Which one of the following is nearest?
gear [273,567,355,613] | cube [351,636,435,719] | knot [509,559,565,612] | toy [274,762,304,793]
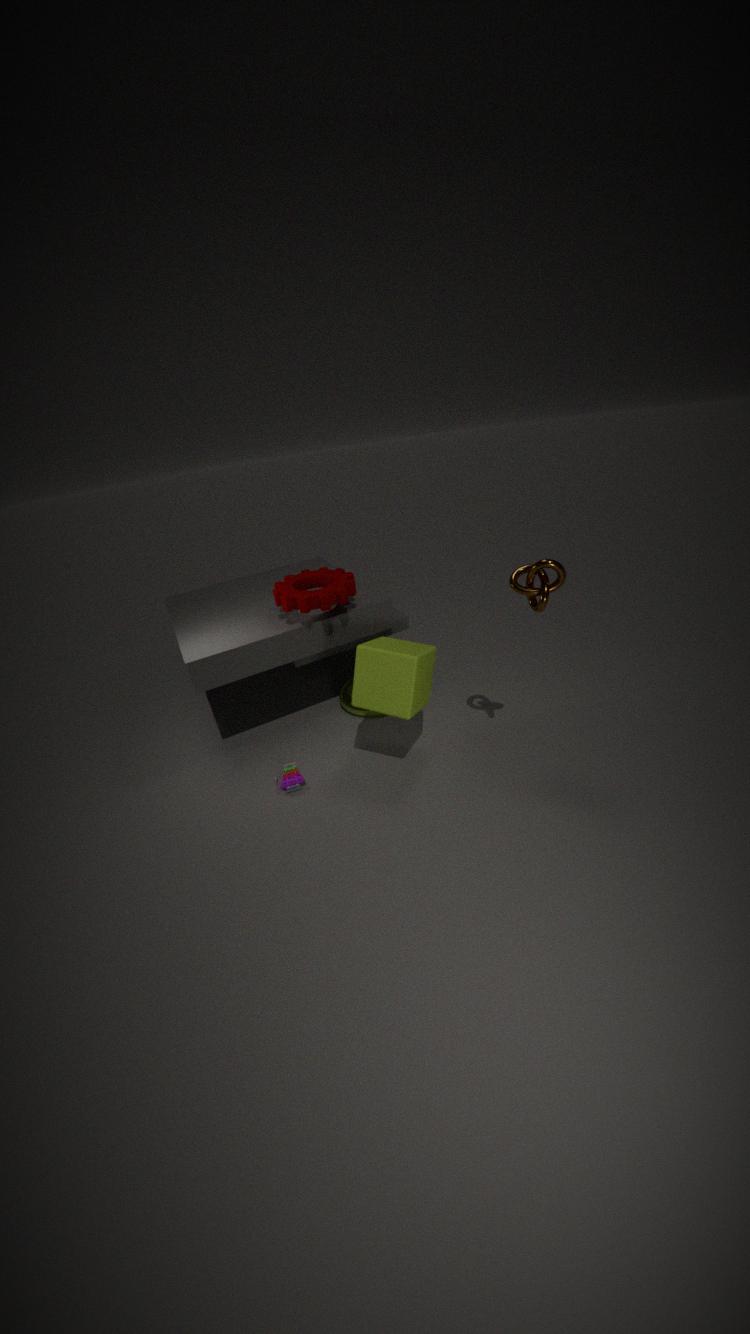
knot [509,559,565,612]
